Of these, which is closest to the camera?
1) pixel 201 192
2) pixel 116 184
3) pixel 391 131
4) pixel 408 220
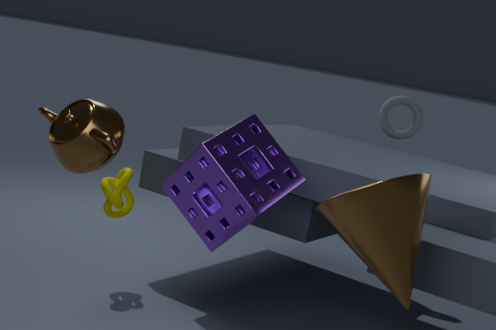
4
